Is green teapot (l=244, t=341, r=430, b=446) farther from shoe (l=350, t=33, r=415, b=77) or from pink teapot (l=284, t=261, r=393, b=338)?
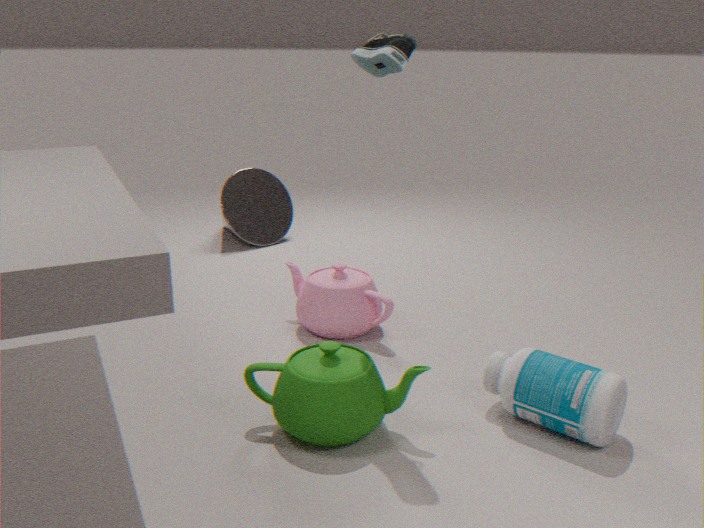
shoe (l=350, t=33, r=415, b=77)
